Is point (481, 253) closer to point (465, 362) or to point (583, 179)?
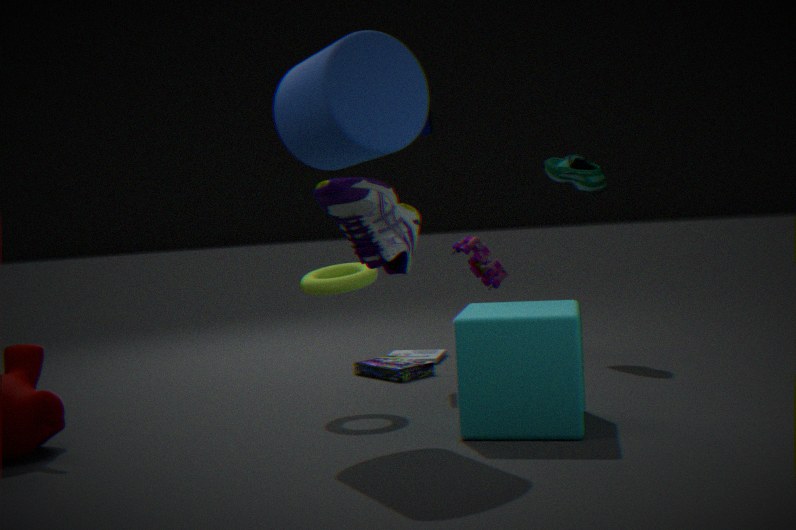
point (583, 179)
